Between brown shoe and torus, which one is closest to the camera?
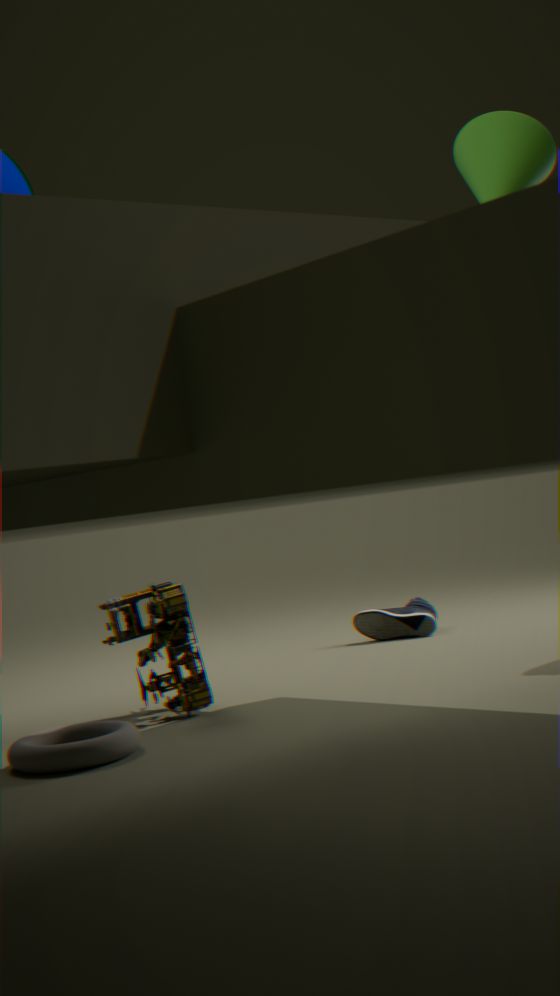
torus
